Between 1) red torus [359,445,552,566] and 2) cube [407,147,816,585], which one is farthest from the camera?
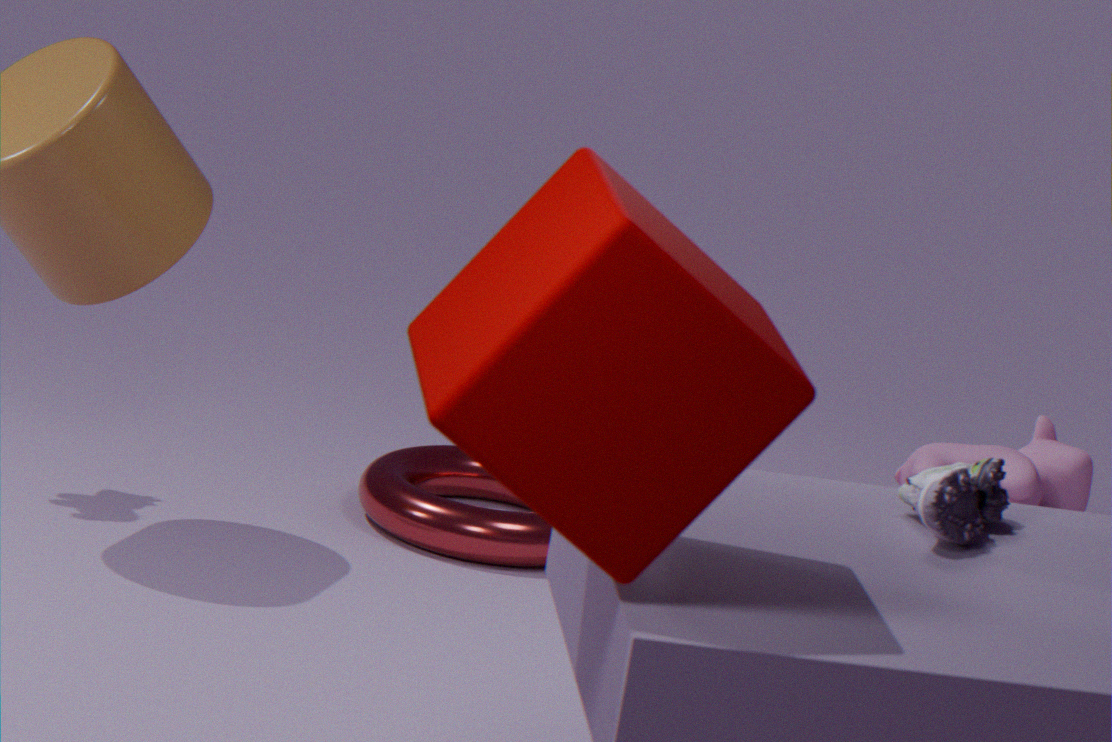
1. red torus [359,445,552,566]
